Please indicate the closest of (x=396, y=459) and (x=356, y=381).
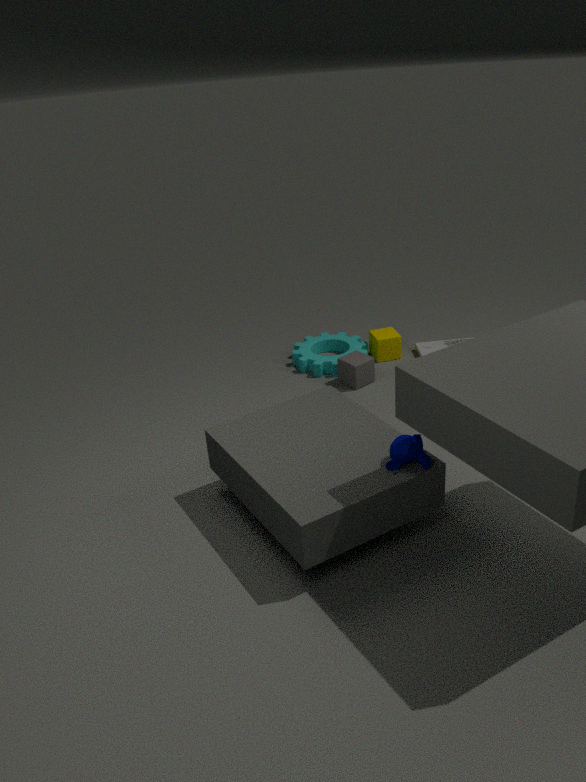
(x=396, y=459)
